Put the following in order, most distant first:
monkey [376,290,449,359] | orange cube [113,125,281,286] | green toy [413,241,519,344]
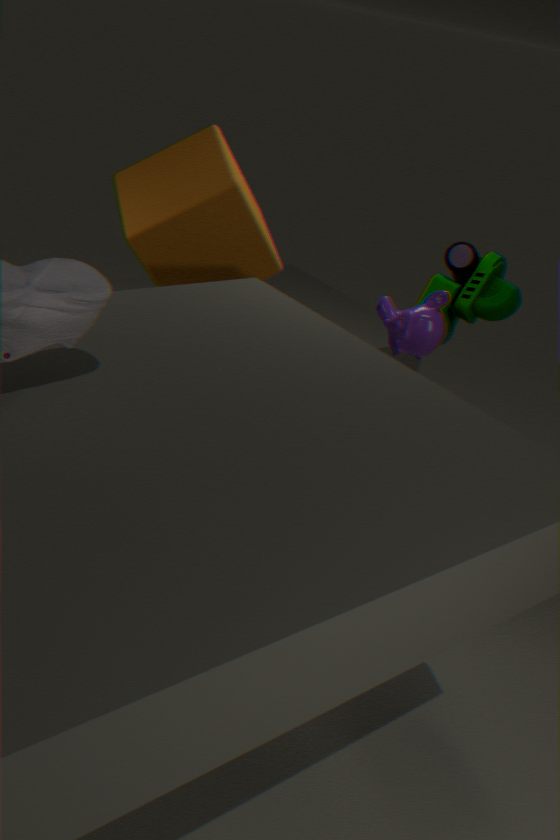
green toy [413,241,519,344] < orange cube [113,125,281,286] < monkey [376,290,449,359]
